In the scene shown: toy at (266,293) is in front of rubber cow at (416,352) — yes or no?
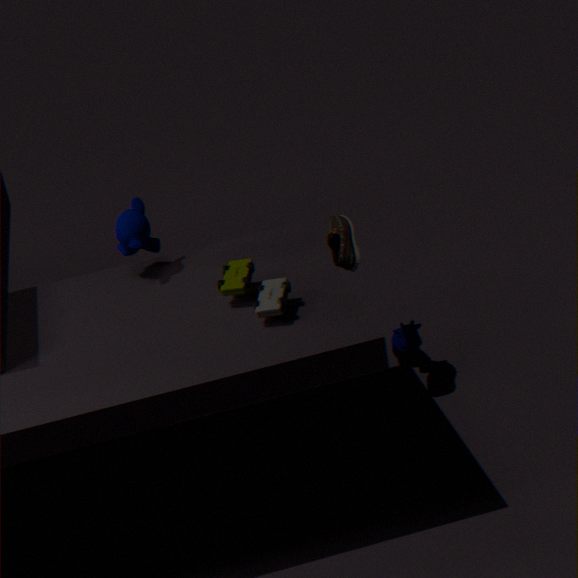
Yes
